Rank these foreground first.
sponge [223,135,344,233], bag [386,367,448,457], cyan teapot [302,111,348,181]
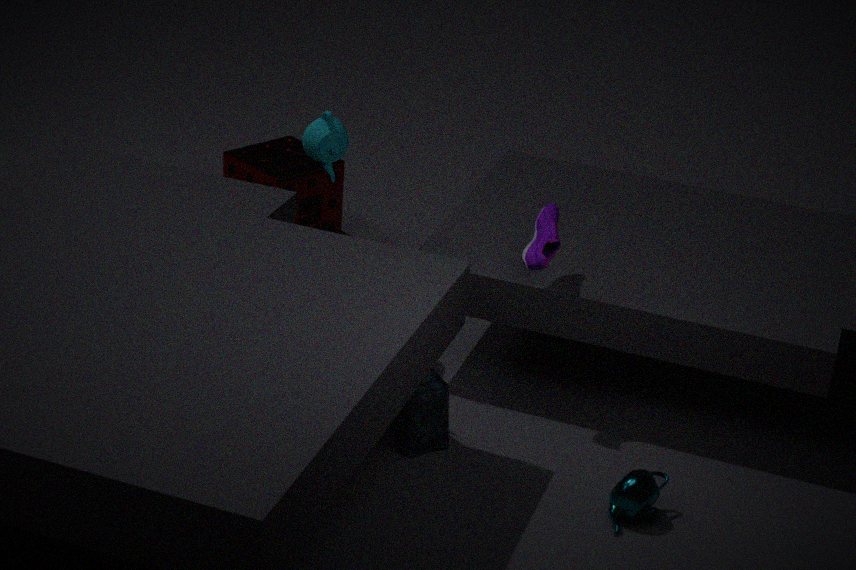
1. bag [386,367,448,457]
2. cyan teapot [302,111,348,181]
3. sponge [223,135,344,233]
